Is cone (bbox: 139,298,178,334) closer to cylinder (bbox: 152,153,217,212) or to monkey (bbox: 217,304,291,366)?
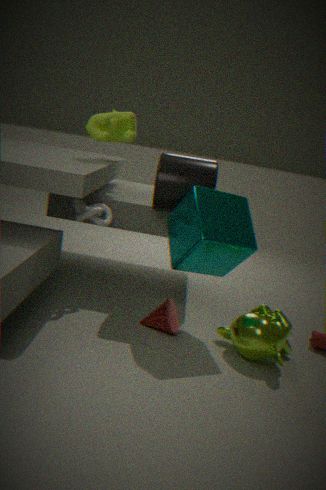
monkey (bbox: 217,304,291,366)
